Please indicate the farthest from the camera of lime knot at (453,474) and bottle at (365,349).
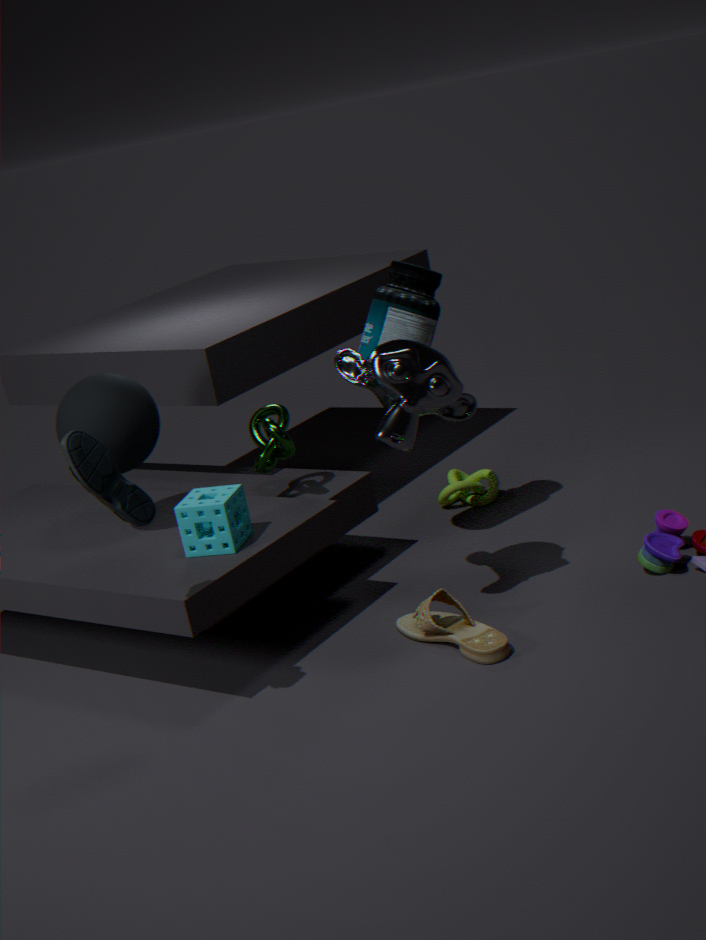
lime knot at (453,474)
